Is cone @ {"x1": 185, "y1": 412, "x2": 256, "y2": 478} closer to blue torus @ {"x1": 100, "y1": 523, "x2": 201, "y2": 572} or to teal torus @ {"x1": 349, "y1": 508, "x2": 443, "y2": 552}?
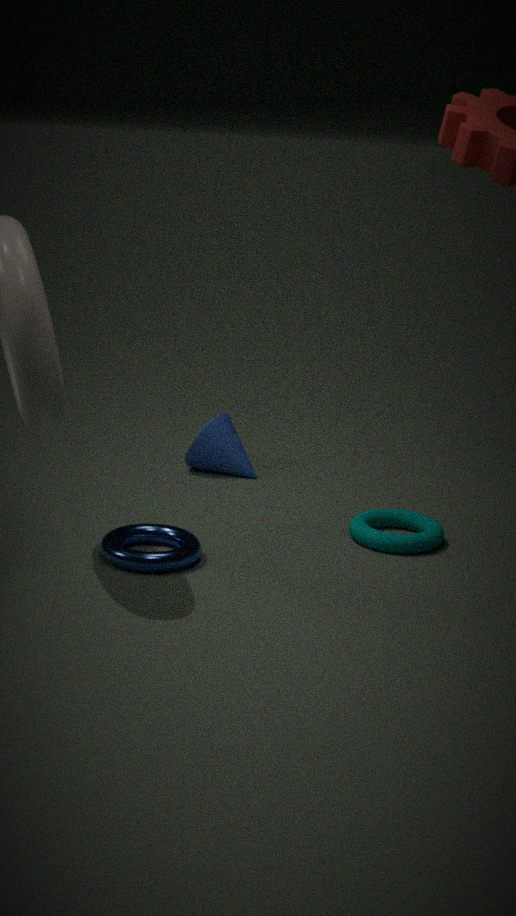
teal torus @ {"x1": 349, "y1": 508, "x2": 443, "y2": 552}
